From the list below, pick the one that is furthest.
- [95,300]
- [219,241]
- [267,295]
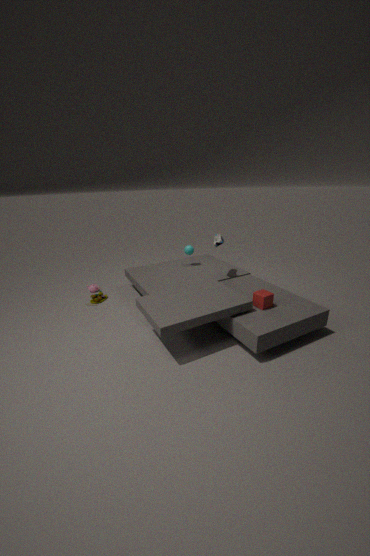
[95,300]
